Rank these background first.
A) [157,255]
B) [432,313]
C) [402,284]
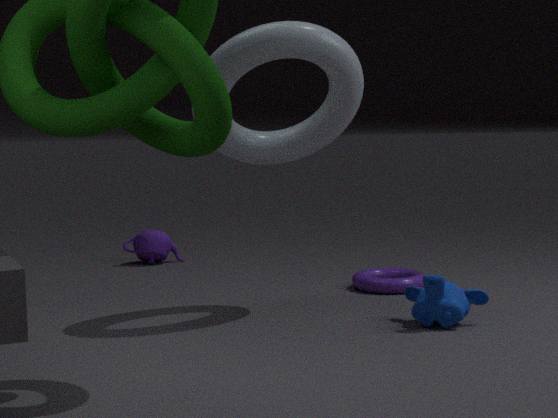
1. [157,255]
2. [402,284]
3. [432,313]
